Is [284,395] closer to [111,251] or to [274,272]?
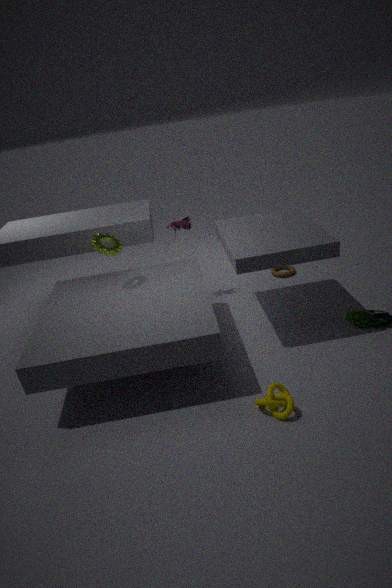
[111,251]
